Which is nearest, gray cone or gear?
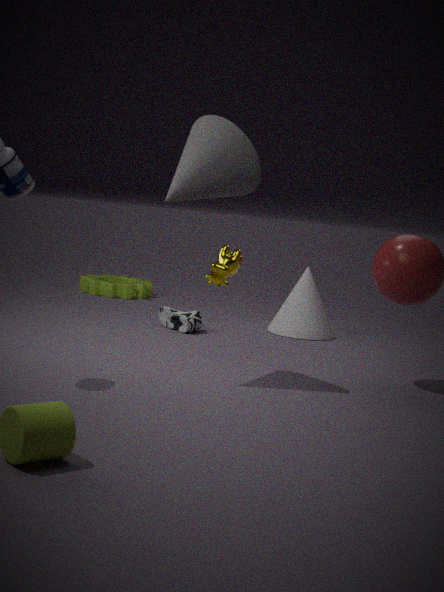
gray cone
